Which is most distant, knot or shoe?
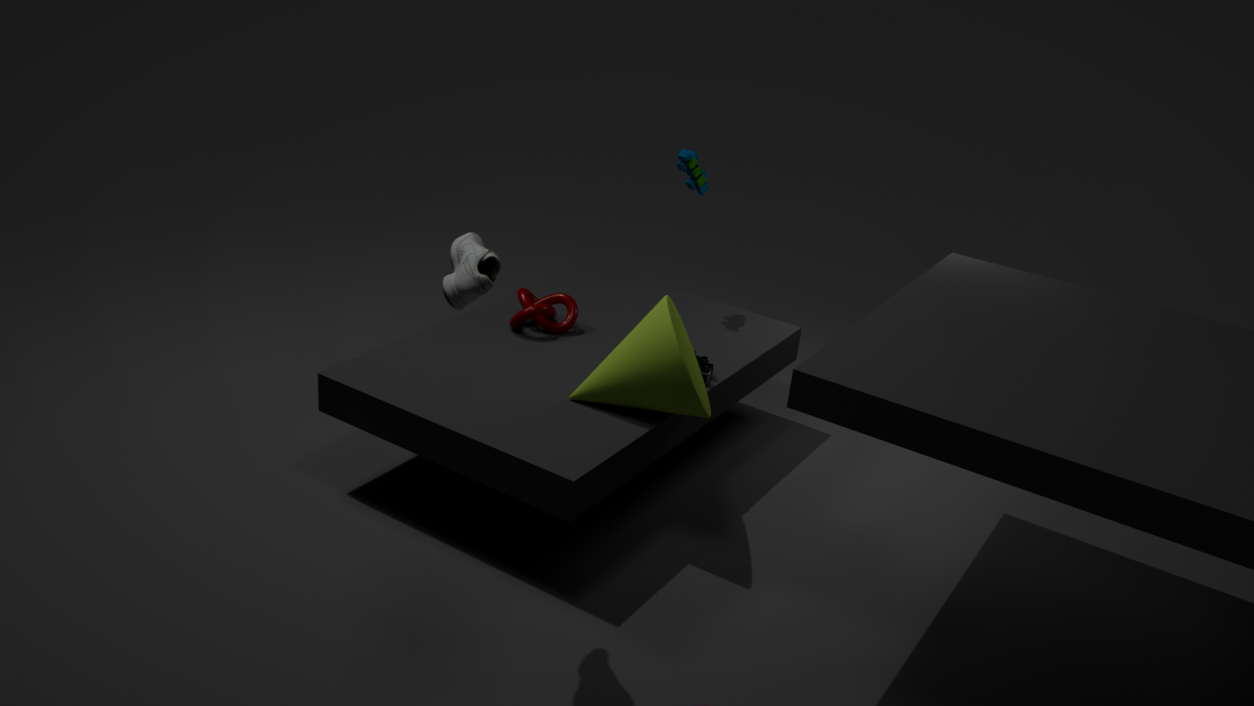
knot
